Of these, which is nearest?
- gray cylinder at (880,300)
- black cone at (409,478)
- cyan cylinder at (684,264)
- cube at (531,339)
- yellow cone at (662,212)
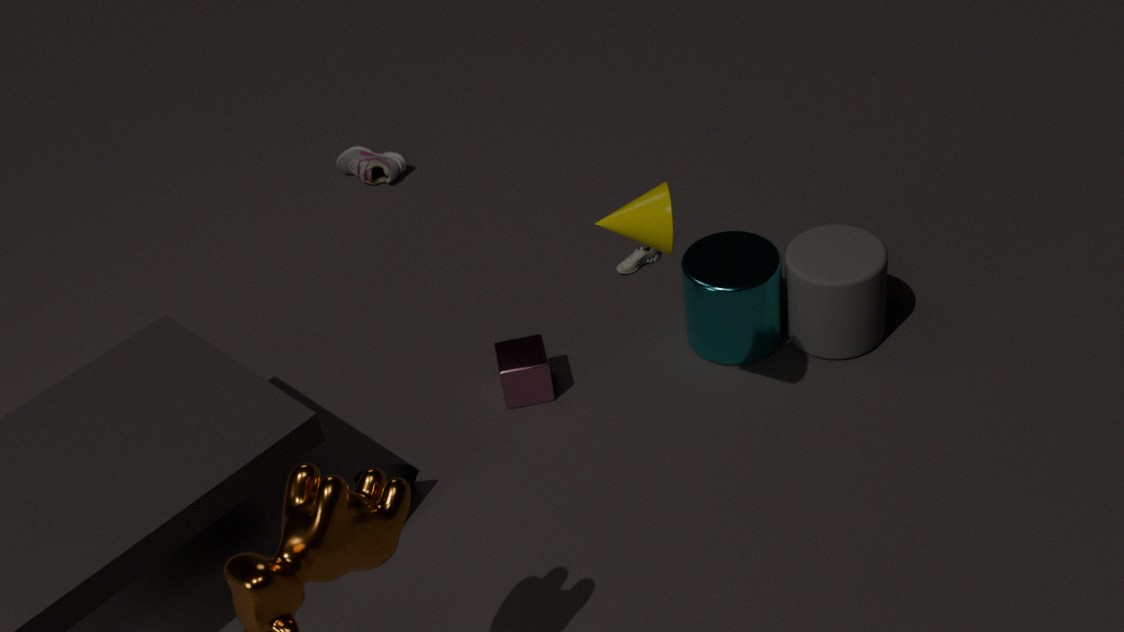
→ yellow cone at (662,212)
